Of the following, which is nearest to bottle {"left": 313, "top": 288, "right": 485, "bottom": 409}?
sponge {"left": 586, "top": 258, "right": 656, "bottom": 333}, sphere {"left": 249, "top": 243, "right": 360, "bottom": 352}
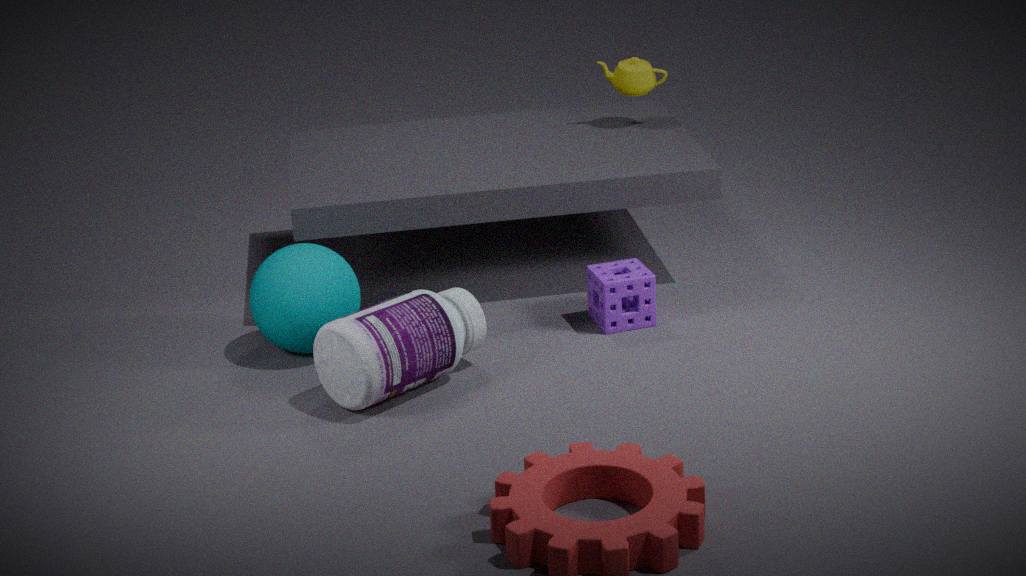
sphere {"left": 249, "top": 243, "right": 360, "bottom": 352}
